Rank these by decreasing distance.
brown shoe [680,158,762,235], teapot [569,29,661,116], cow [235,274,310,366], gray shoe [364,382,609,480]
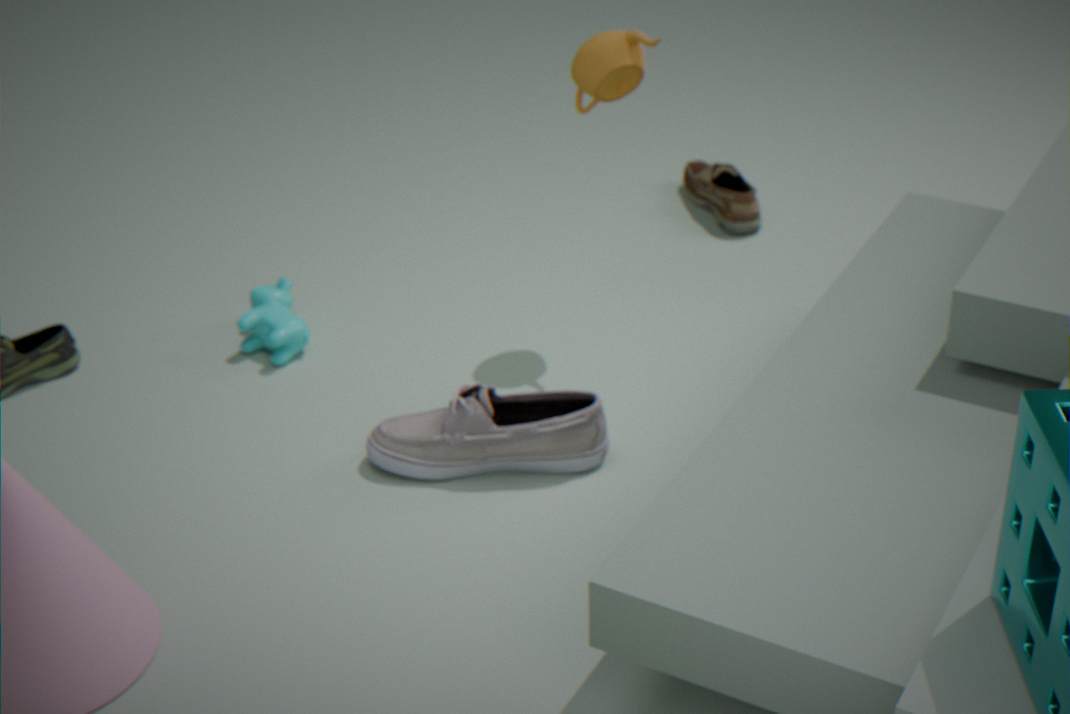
1. brown shoe [680,158,762,235]
2. cow [235,274,310,366]
3. teapot [569,29,661,116]
4. gray shoe [364,382,609,480]
